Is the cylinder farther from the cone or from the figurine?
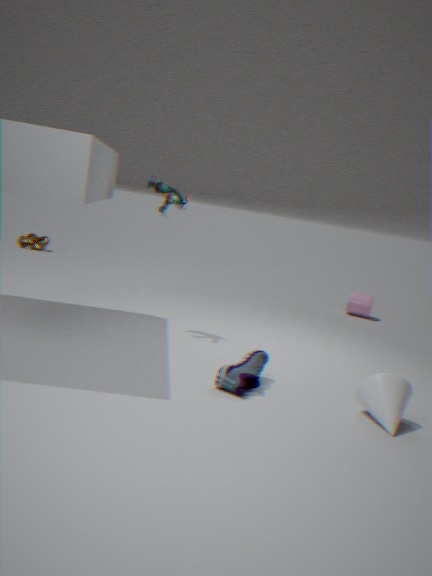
the cone
